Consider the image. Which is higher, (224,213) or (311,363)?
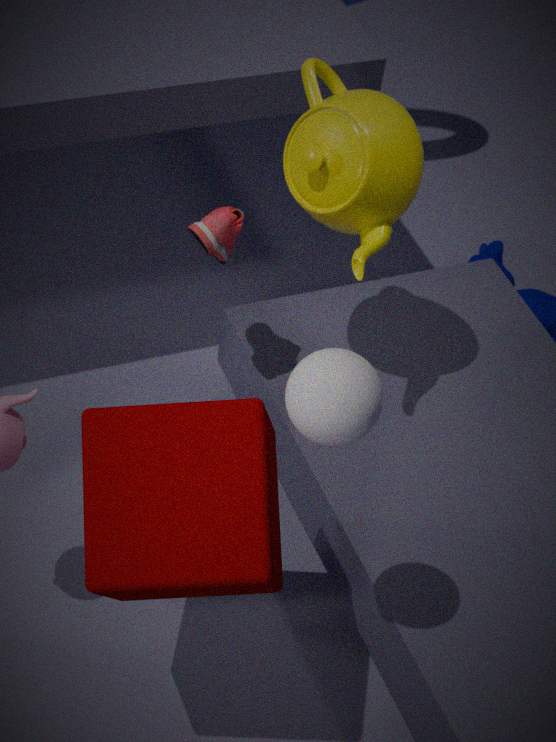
(311,363)
